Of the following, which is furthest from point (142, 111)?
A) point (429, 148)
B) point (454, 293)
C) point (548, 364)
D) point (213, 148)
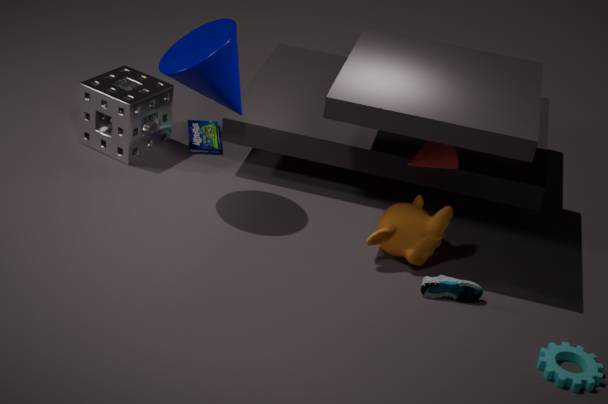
point (548, 364)
